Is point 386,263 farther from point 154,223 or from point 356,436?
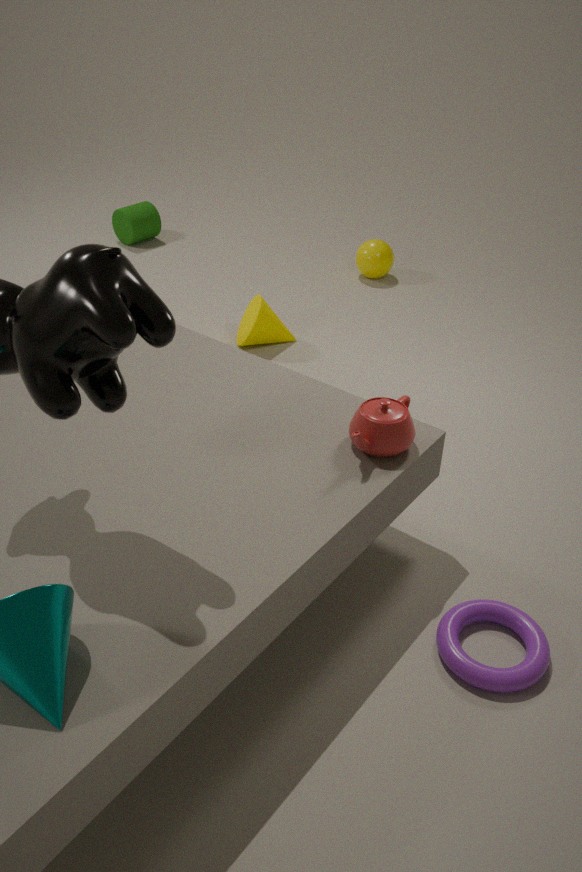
point 356,436
